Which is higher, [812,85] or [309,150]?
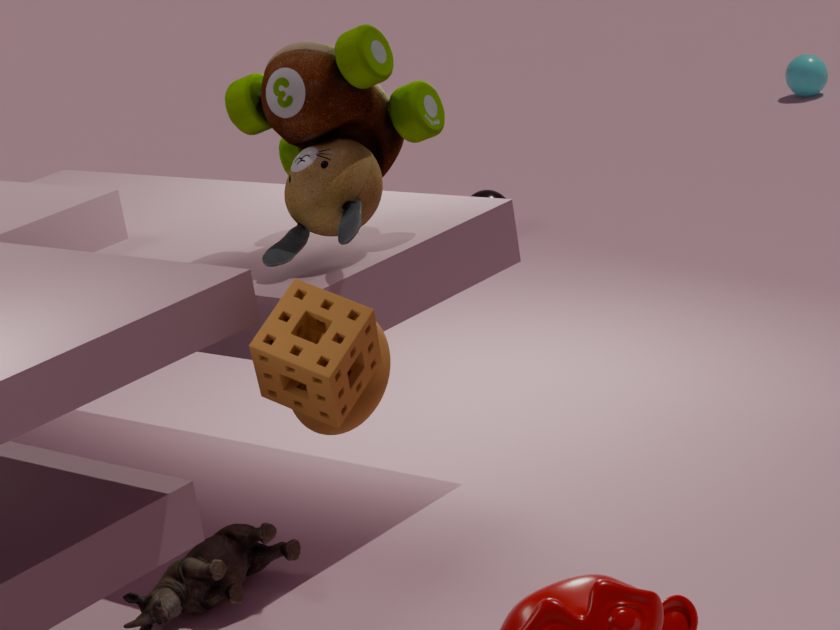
[309,150]
